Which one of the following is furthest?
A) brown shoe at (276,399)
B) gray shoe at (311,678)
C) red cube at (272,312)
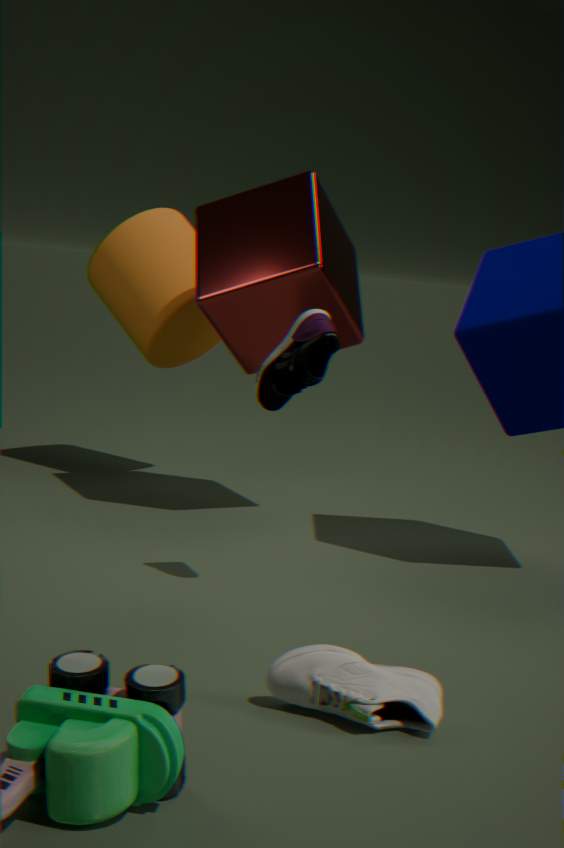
red cube at (272,312)
